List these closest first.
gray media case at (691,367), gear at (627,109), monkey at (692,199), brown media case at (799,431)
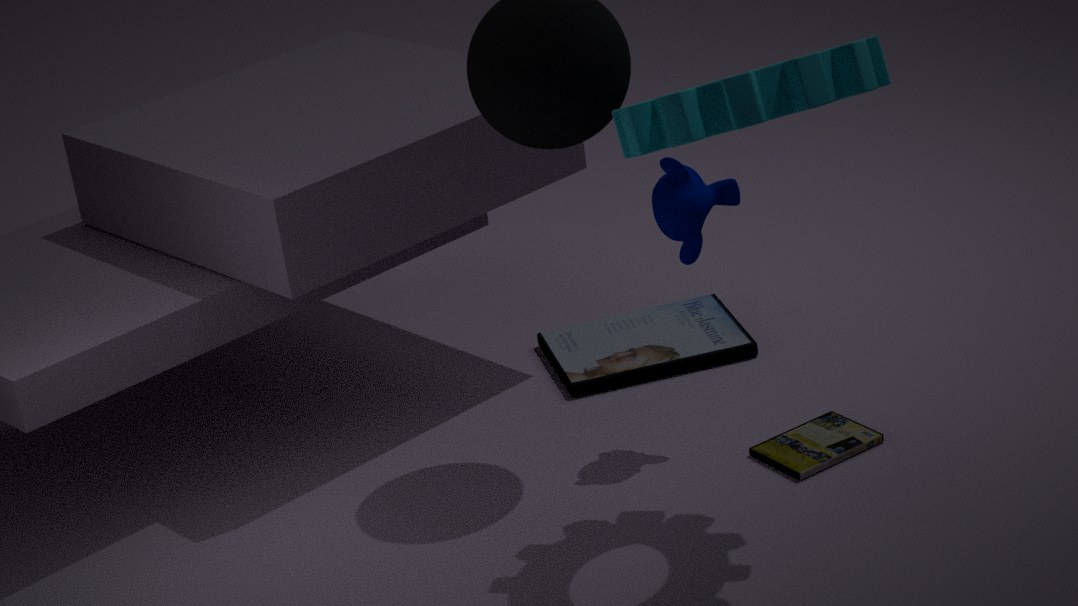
gear at (627,109)
monkey at (692,199)
brown media case at (799,431)
gray media case at (691,367)
